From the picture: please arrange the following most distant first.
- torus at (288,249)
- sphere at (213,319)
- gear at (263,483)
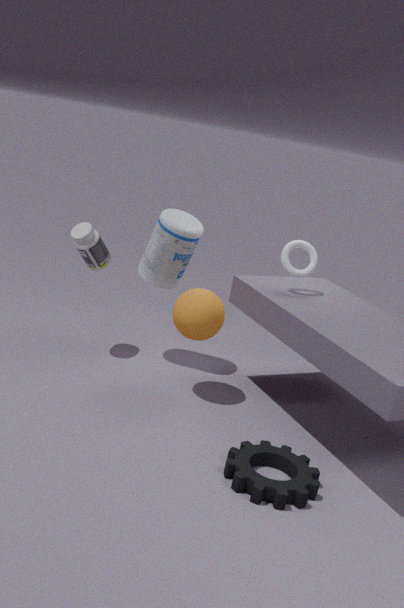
torus at (288,249) → sphere at (213,319) → gear at (263,483)
